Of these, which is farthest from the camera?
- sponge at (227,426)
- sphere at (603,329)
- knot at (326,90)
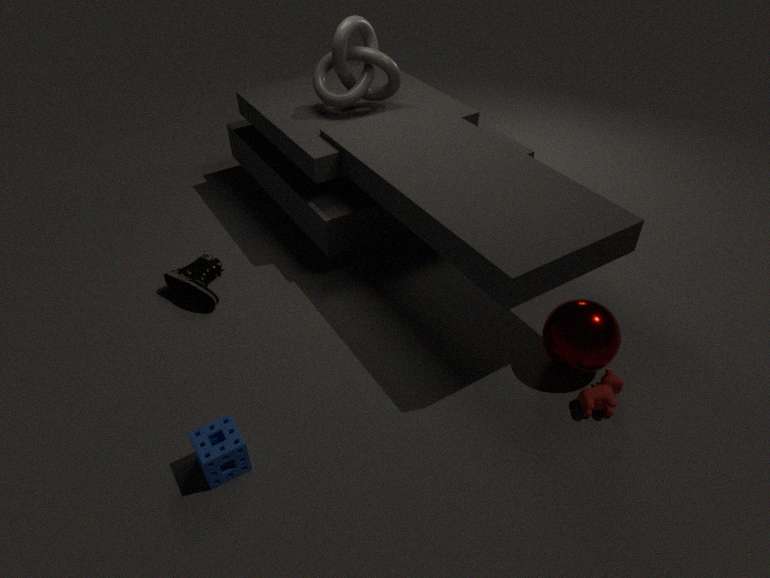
knot at (326,90)
